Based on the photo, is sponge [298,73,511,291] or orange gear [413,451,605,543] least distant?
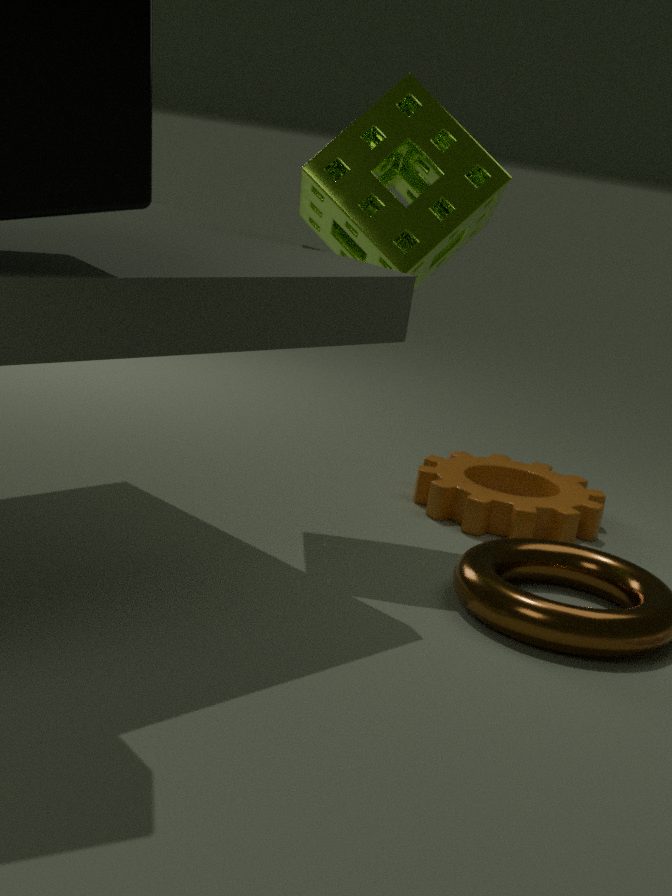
sponge [298,73,511,291]
